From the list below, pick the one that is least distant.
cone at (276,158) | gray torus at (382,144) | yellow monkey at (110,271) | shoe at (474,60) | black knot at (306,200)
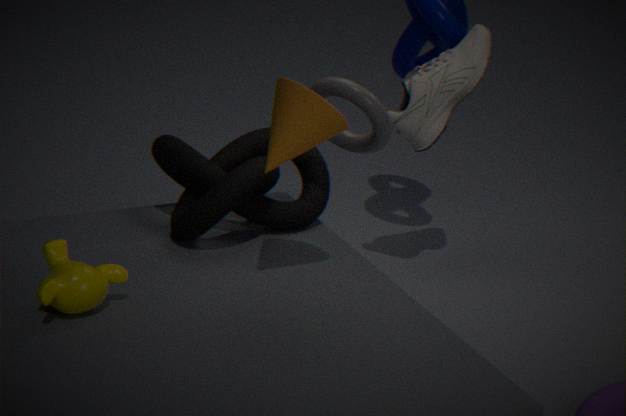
yellow monkey at (110,271)
